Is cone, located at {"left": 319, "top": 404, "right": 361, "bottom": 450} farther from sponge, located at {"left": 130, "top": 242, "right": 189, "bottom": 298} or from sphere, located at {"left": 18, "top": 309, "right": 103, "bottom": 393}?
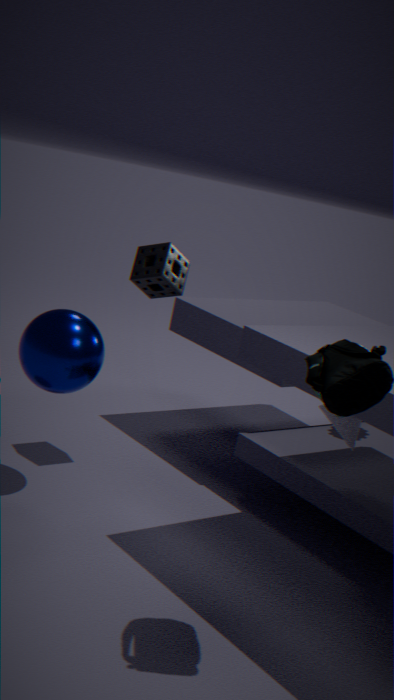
sphere, located at {"left": 18, "top": 309, "right": 103, "bottom": 393}
